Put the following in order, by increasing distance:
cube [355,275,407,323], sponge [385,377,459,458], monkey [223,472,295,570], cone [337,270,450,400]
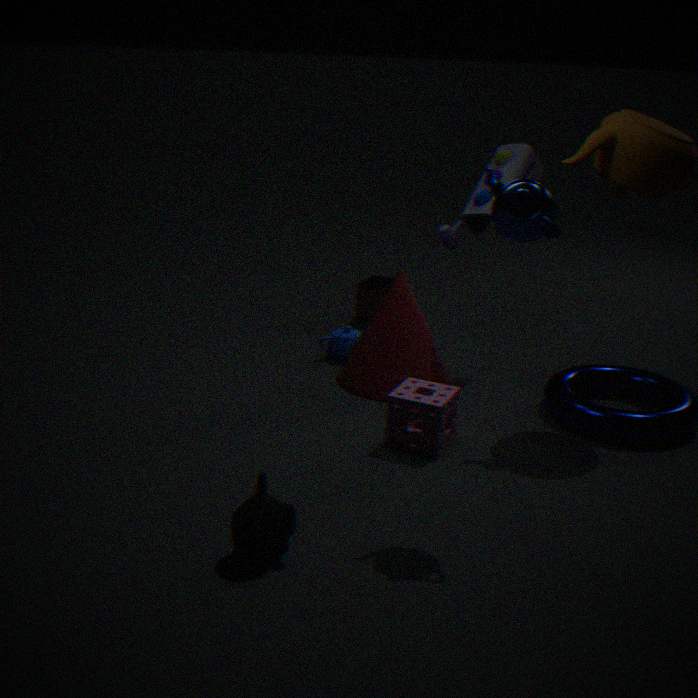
monkey [223,472,295,570]
sponge [385,377,459,458]
cone [337,270,450,400]
cube [355,275,407,323]
